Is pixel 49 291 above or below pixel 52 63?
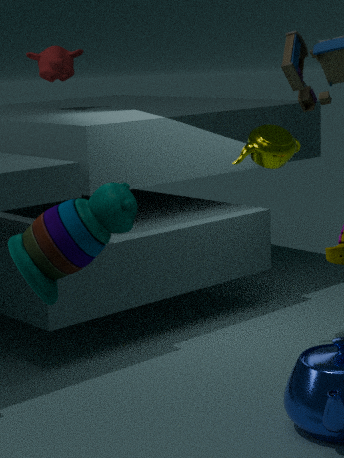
below
